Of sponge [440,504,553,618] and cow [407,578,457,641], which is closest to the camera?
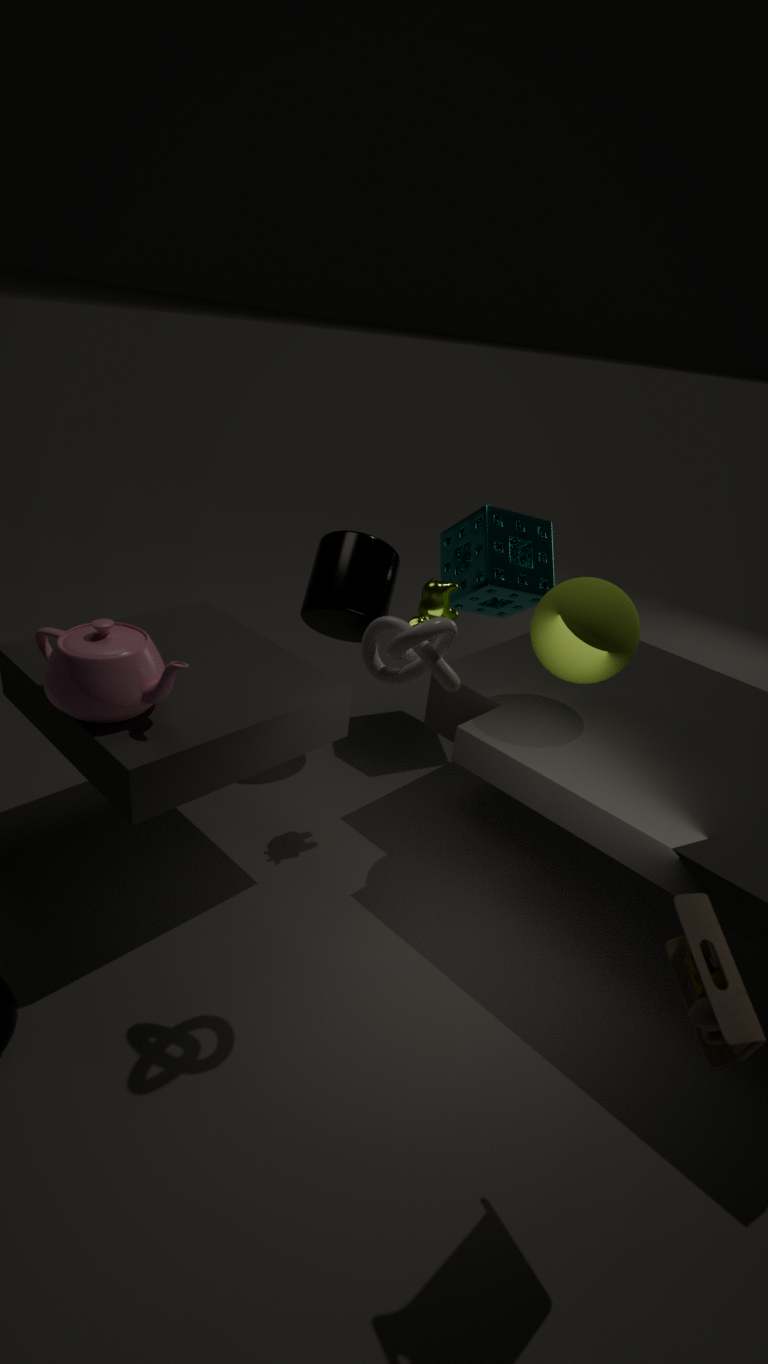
cow [407,578,457,641]
